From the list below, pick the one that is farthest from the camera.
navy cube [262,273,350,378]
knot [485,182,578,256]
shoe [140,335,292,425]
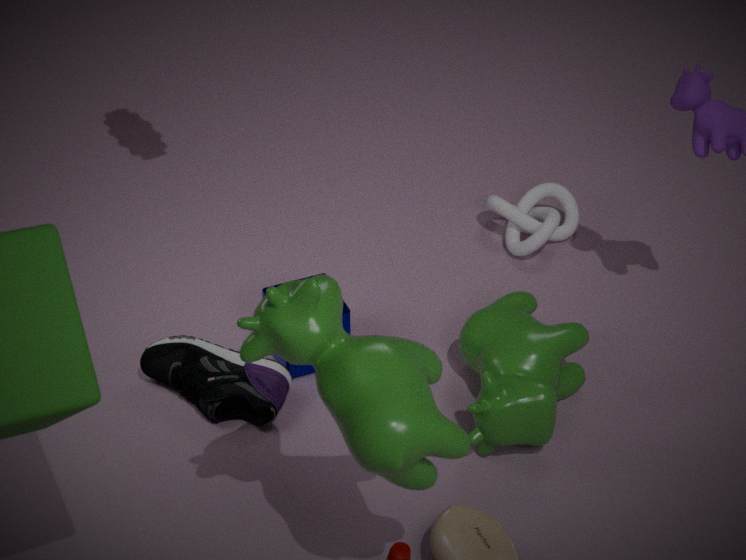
knot [485,182,578,256]
